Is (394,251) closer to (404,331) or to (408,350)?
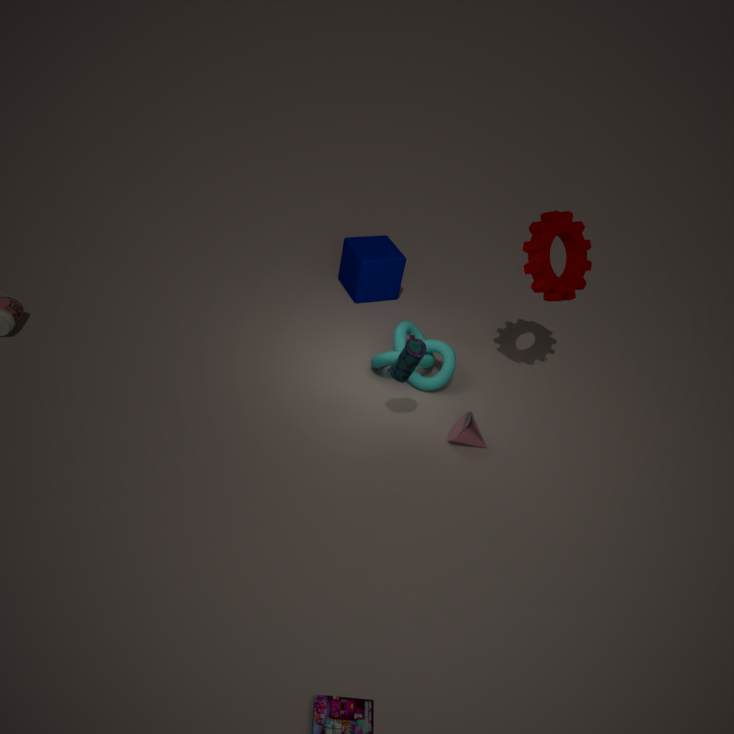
(404,331)
